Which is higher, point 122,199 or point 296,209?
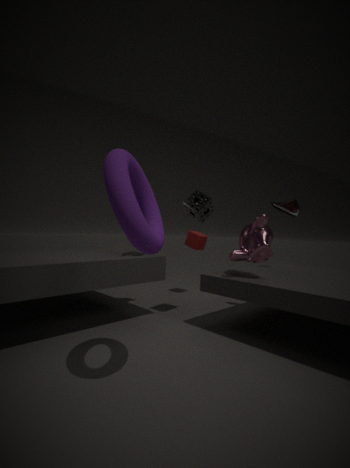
point 296,209
